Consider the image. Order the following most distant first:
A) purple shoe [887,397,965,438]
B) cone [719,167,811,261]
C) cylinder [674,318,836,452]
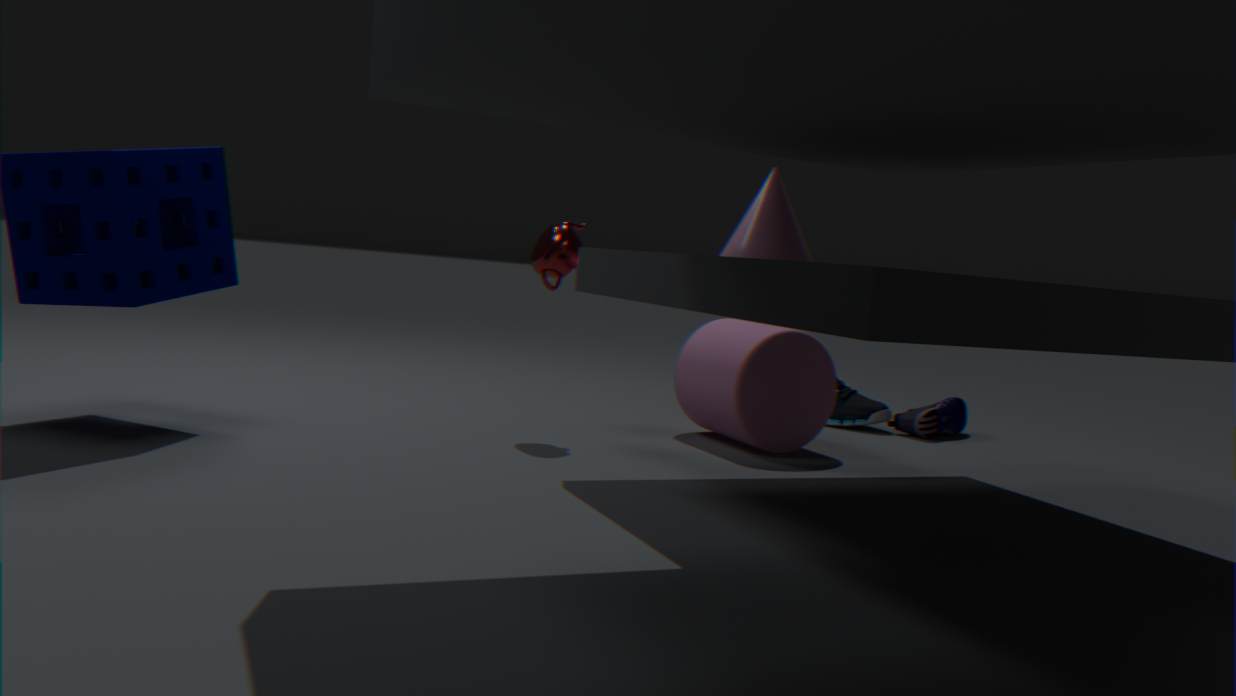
purple shoe [887,397,965,438] < cylinder [674,318,836,452] < cone [719,167,811,261]
